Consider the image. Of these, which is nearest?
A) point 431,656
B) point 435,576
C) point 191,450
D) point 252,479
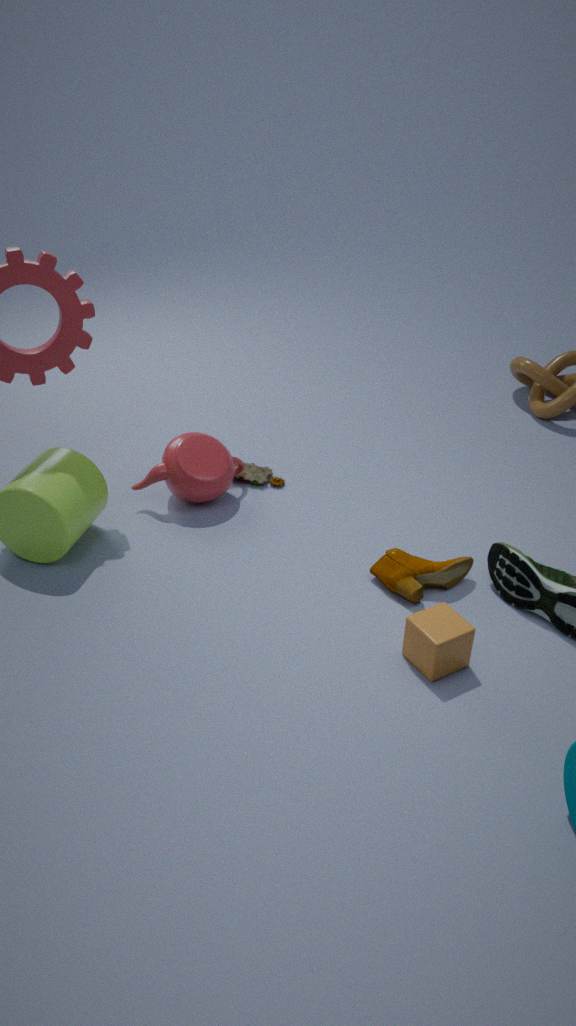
A. point 431,656
